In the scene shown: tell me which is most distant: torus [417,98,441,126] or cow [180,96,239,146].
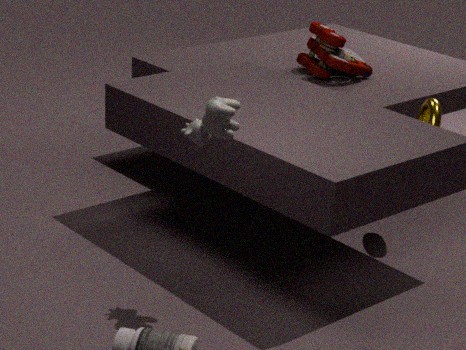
torus [417,98,441,126]
